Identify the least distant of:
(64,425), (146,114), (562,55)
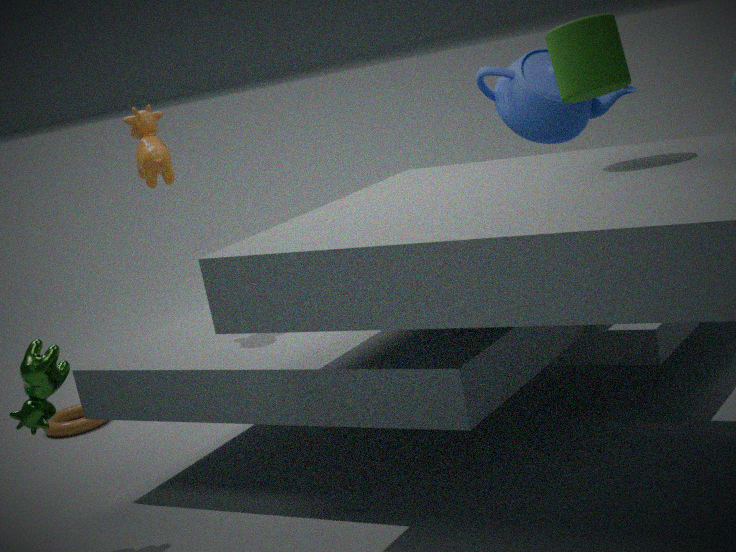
(562,55)
